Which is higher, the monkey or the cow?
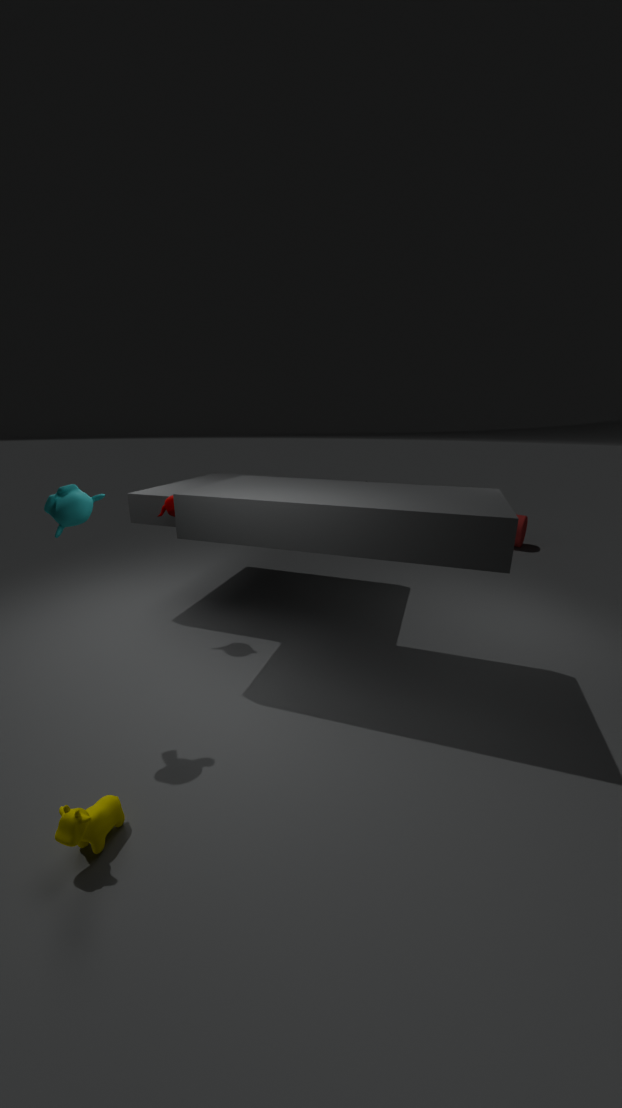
the monkey
